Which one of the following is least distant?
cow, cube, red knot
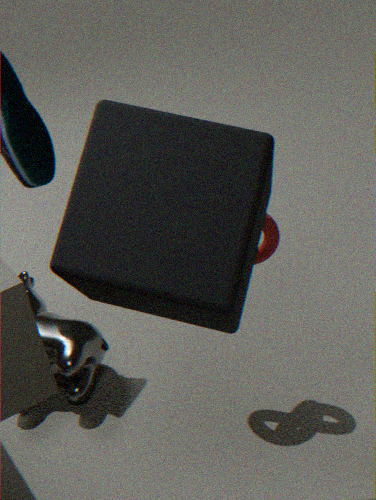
cube
